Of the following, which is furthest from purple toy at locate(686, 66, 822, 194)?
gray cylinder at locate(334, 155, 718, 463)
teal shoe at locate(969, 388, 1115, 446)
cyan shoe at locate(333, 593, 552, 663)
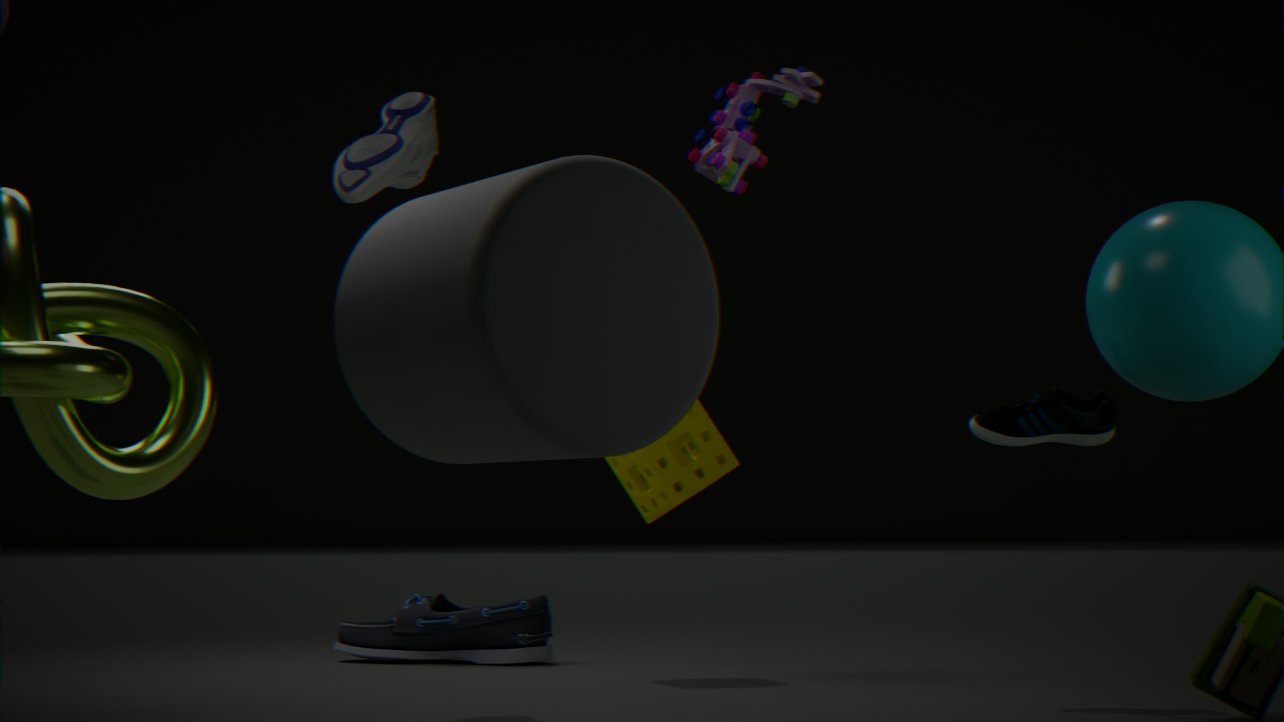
cyan shoe at locate(333, 593, 552, 663)
